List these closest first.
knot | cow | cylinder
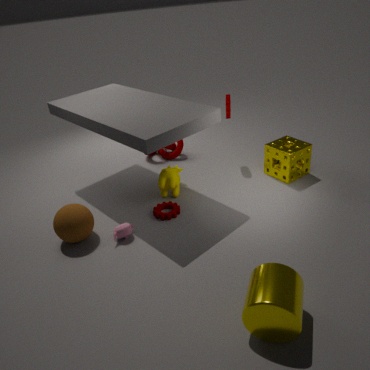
cylinder
cow
knot
